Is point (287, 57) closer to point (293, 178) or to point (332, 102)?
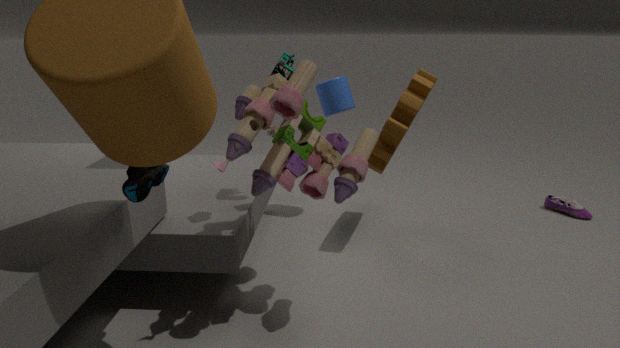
point (293, 178)
